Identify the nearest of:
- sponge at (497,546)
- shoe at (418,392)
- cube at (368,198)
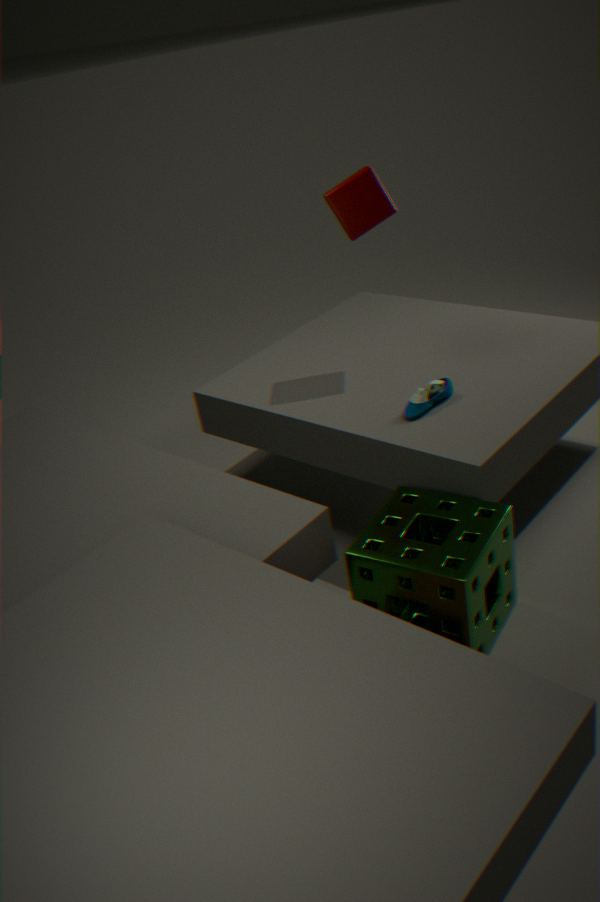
sponge at (497,546)
